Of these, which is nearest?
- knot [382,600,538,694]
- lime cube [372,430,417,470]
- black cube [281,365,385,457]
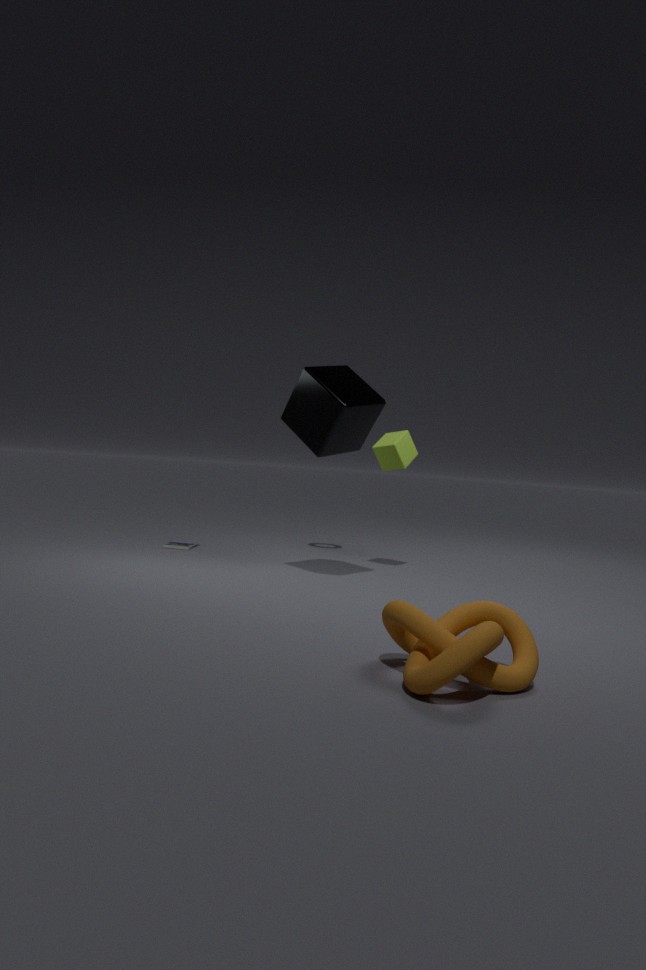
knot [382,600,538,694]
